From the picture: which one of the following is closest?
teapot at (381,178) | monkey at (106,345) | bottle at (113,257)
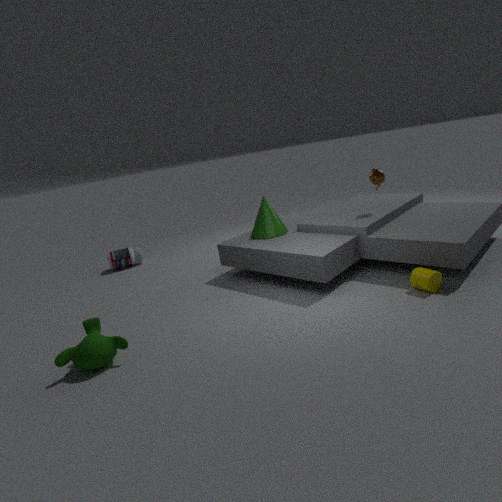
monkey at (106,345)
